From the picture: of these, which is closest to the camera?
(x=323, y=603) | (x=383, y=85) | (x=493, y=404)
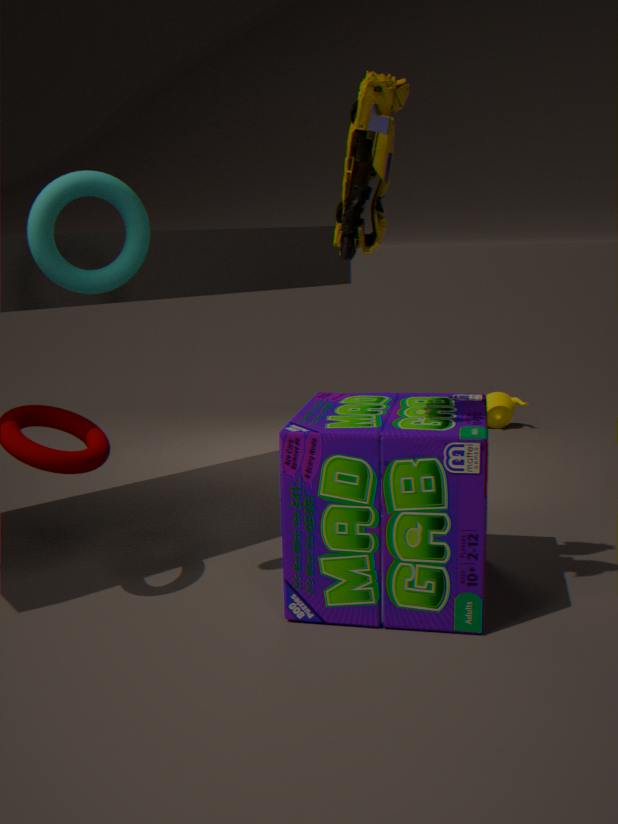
(x=383, y=85)
